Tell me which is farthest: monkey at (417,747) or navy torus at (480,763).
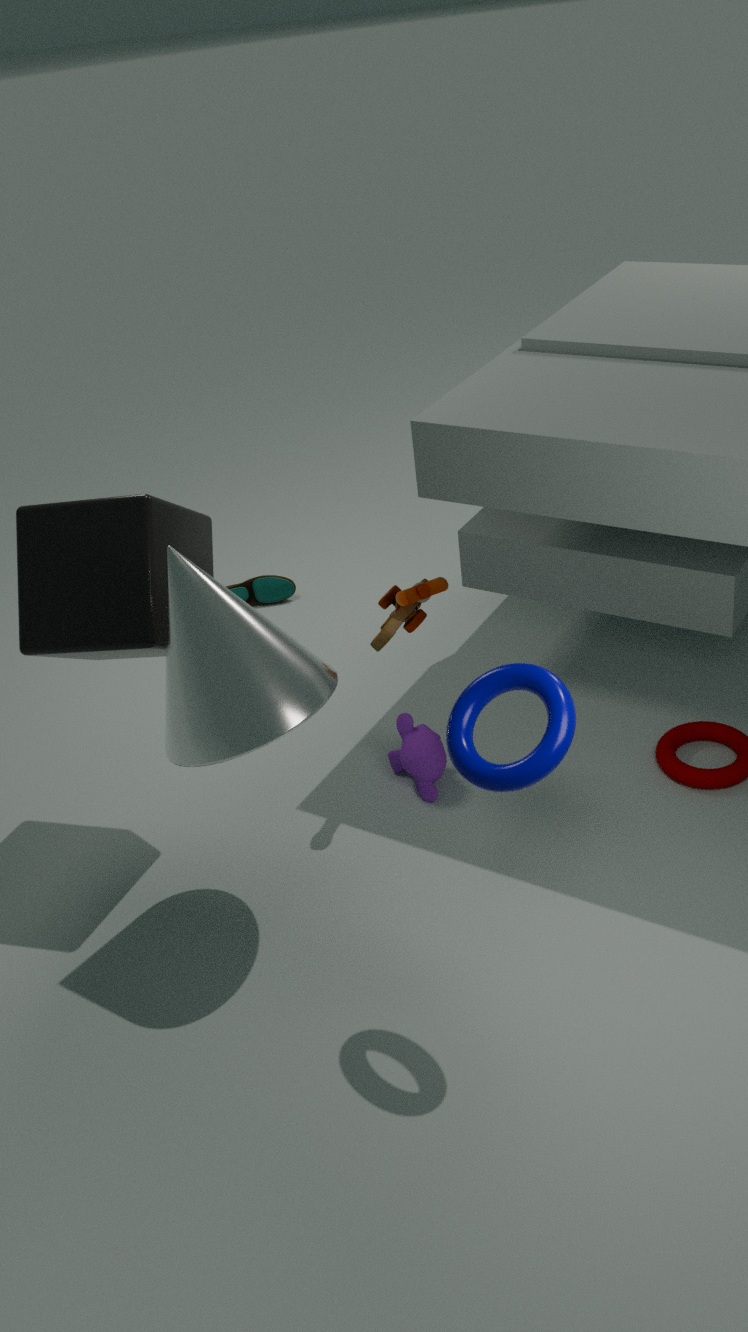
monkey at (417,747)
